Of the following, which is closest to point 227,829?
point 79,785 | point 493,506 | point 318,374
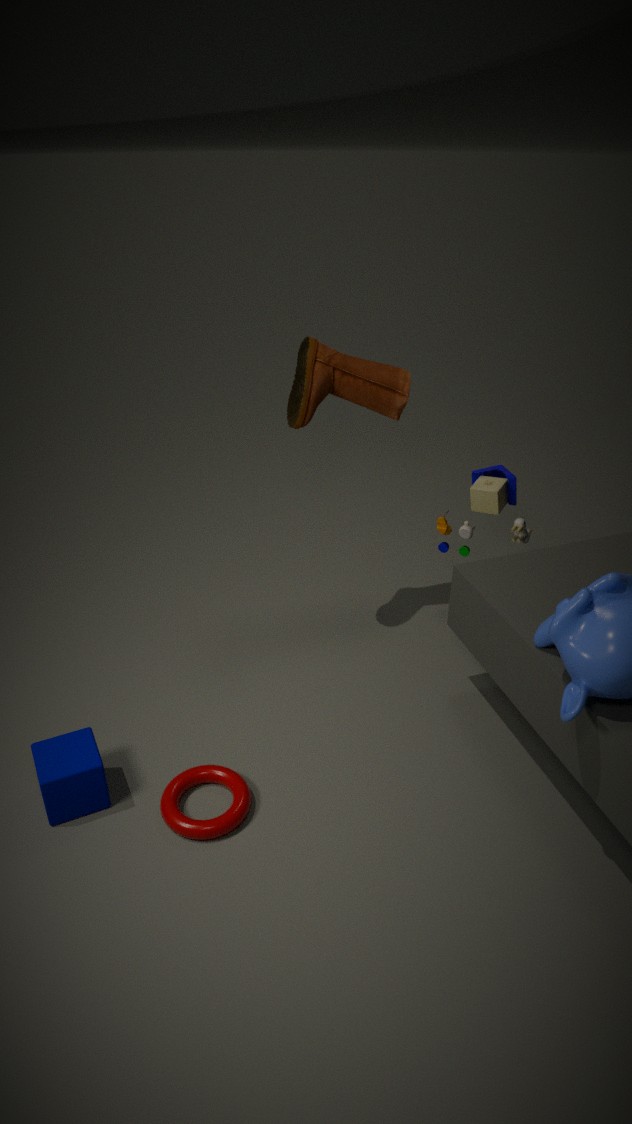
point 79,785
